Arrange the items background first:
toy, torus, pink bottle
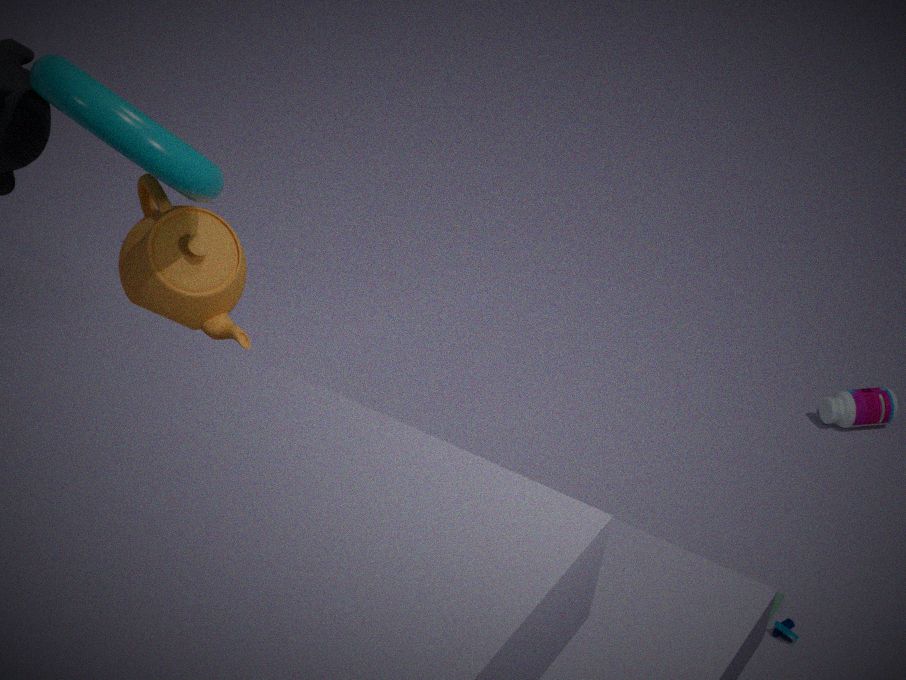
pink bottle < toy < torus
